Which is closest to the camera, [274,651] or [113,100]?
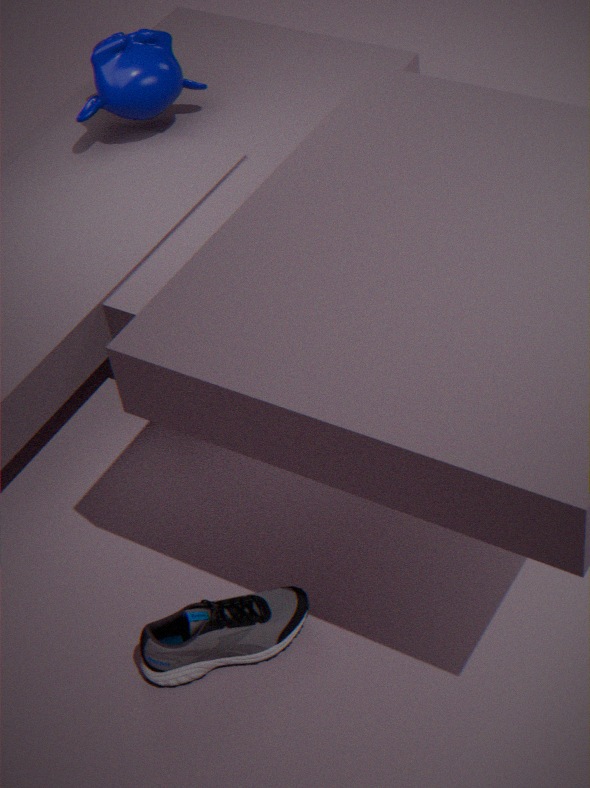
[274,651]
